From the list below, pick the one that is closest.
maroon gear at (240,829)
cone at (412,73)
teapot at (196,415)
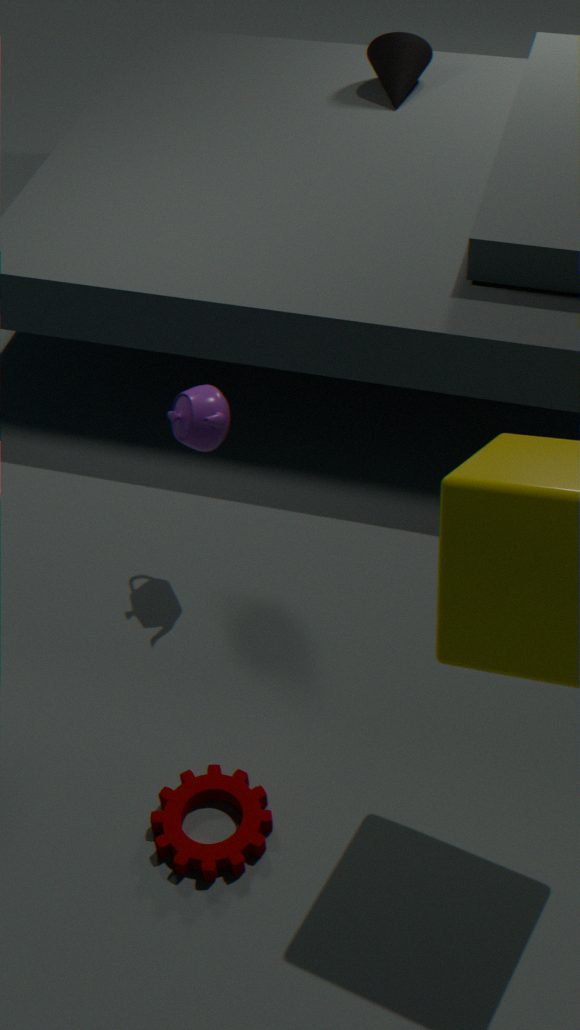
maroon gear at (240,829)
